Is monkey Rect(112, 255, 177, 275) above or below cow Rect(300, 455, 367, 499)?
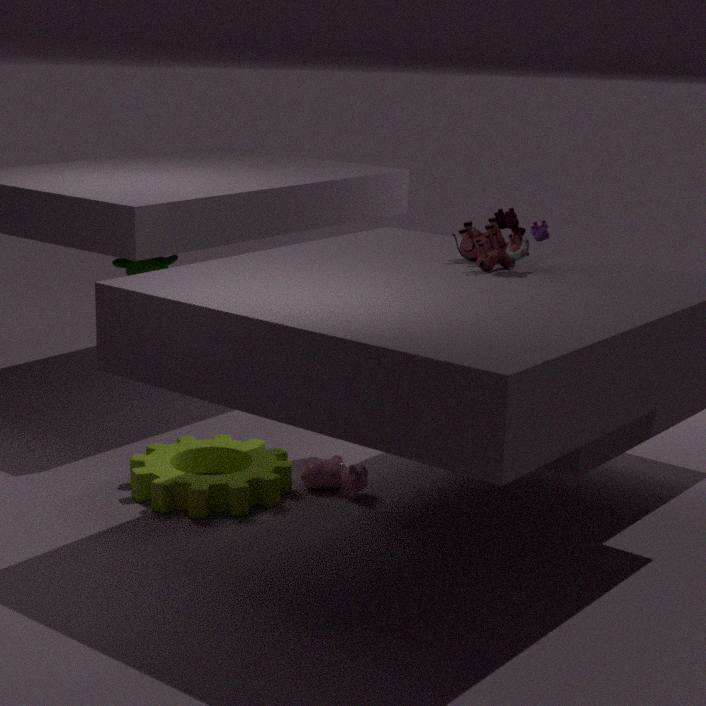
above
